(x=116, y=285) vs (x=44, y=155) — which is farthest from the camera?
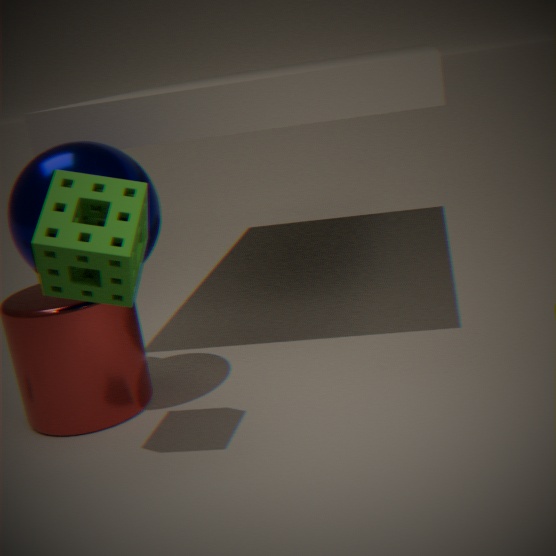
(x=44, y=155)
